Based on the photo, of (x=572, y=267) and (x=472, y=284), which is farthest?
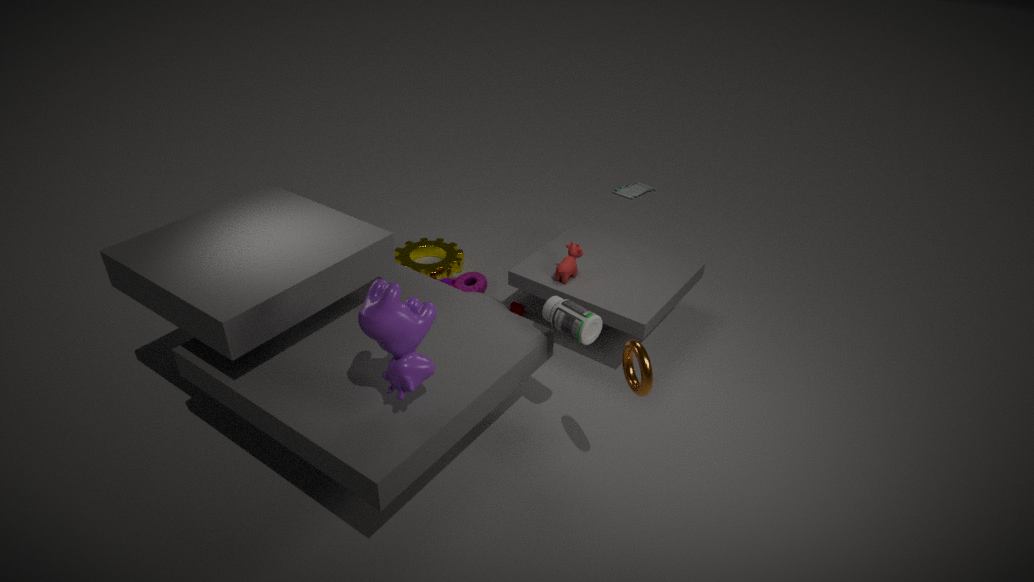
(x=472, y=284)
